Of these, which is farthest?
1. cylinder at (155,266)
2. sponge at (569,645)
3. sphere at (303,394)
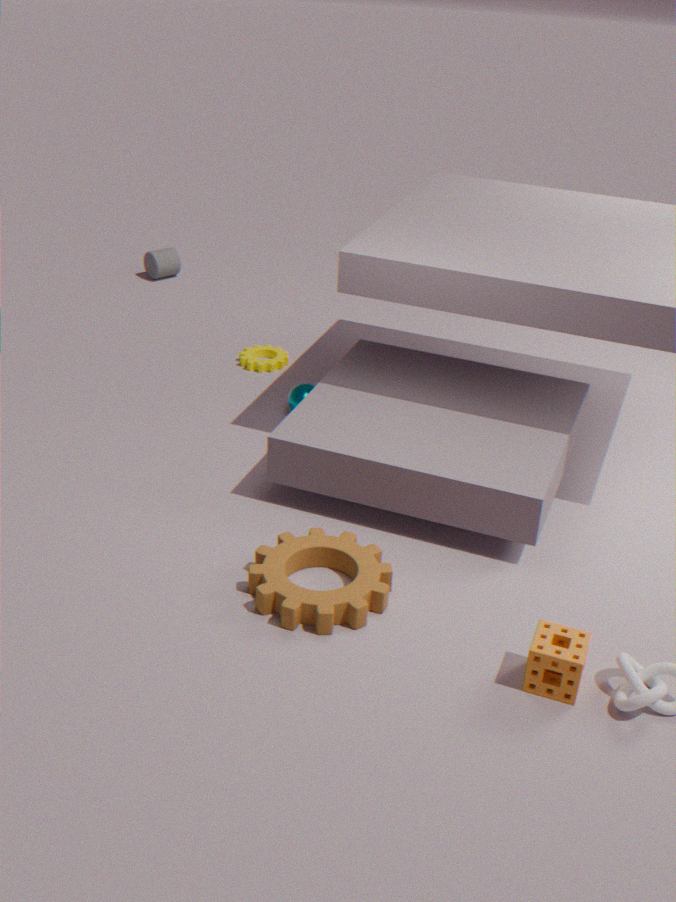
cylinder at (155,266)
